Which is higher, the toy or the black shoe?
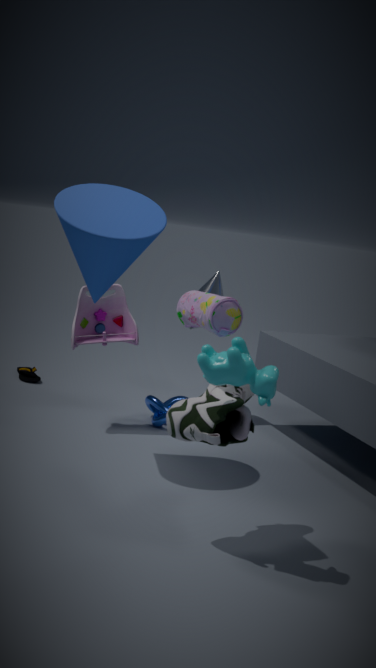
the toy
